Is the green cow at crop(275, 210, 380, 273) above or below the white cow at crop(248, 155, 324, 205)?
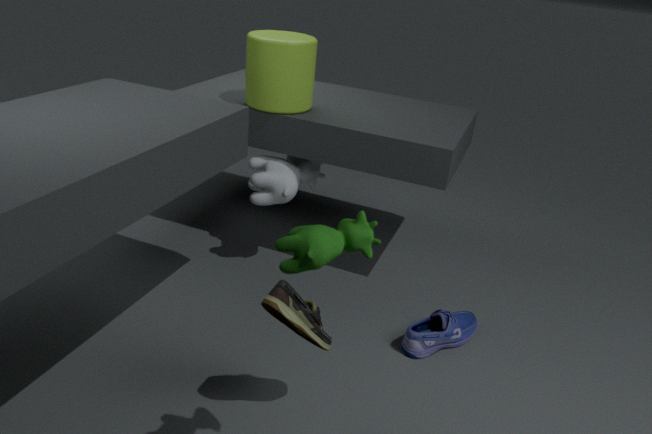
above
